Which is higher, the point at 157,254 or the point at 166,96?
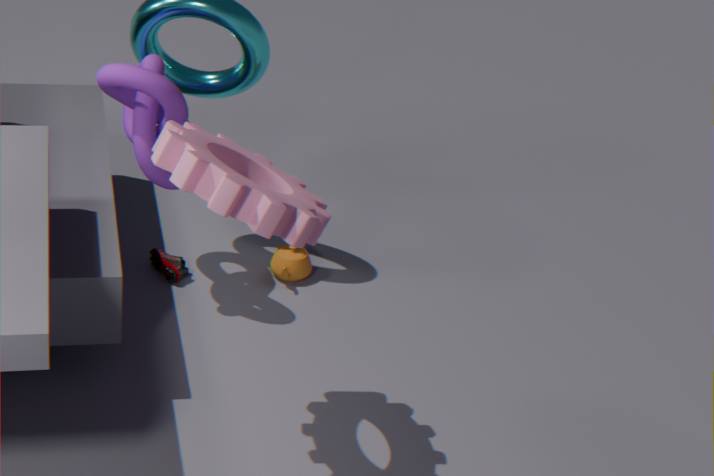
the point at 166,96
